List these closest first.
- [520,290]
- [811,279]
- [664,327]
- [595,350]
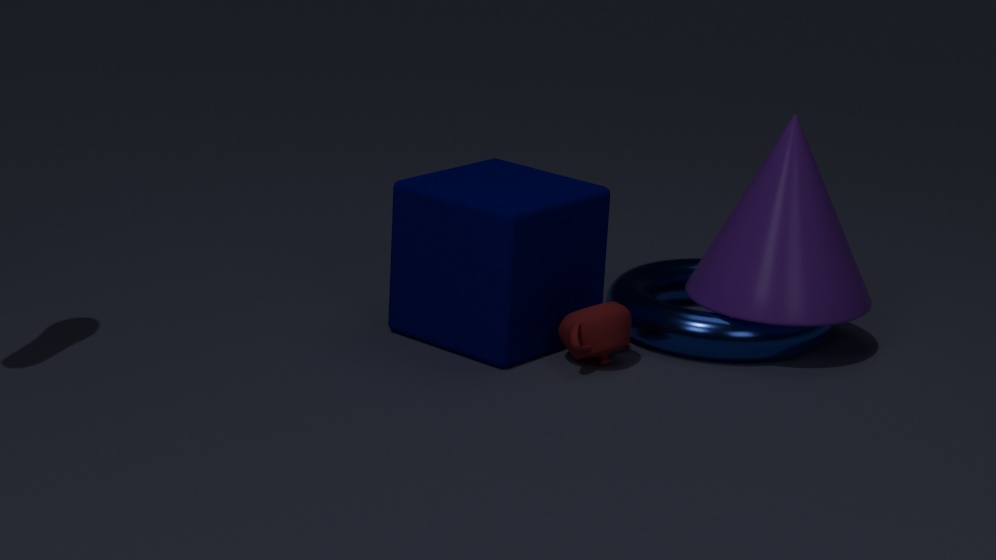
A: [520,290] → [595,350] → [811,279] → [664,327]
